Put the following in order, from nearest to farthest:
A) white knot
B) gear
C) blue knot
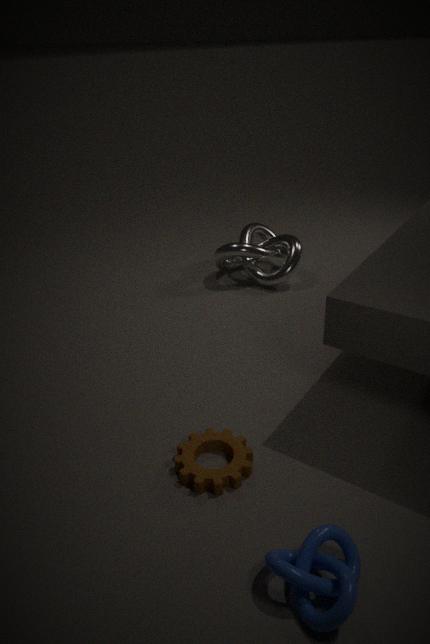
C. blue knot
B. gear
A. white knot
